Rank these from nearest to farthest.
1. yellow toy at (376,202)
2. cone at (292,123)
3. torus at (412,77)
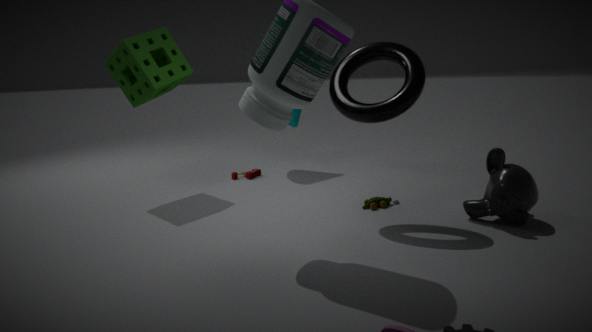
torus at (412,77)
yellow toy at (376,202)
cone at (292,123)
